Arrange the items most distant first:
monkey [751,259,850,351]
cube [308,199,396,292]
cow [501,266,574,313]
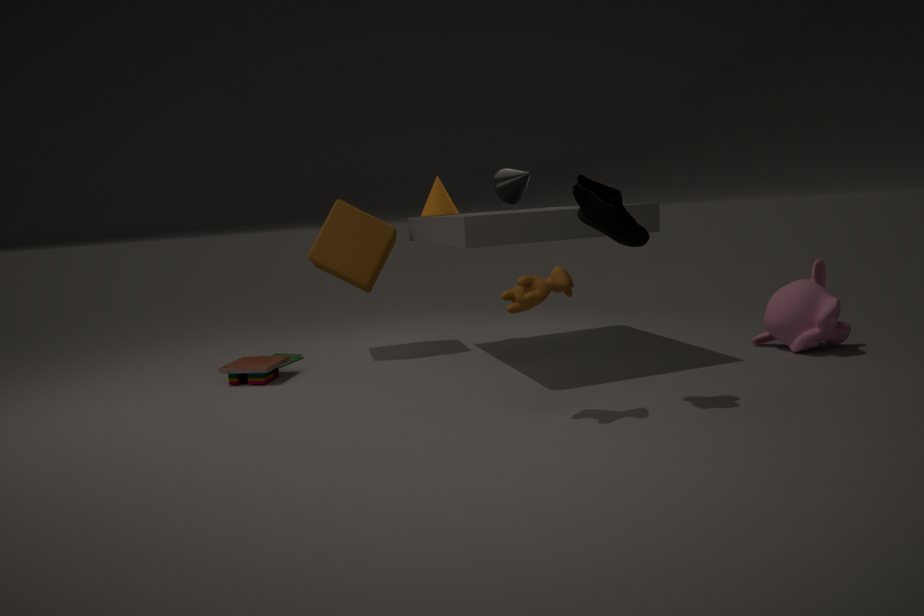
cube [308,199,396,292]
monkey [751,259,850,351]
cow [501,266,574,313]
